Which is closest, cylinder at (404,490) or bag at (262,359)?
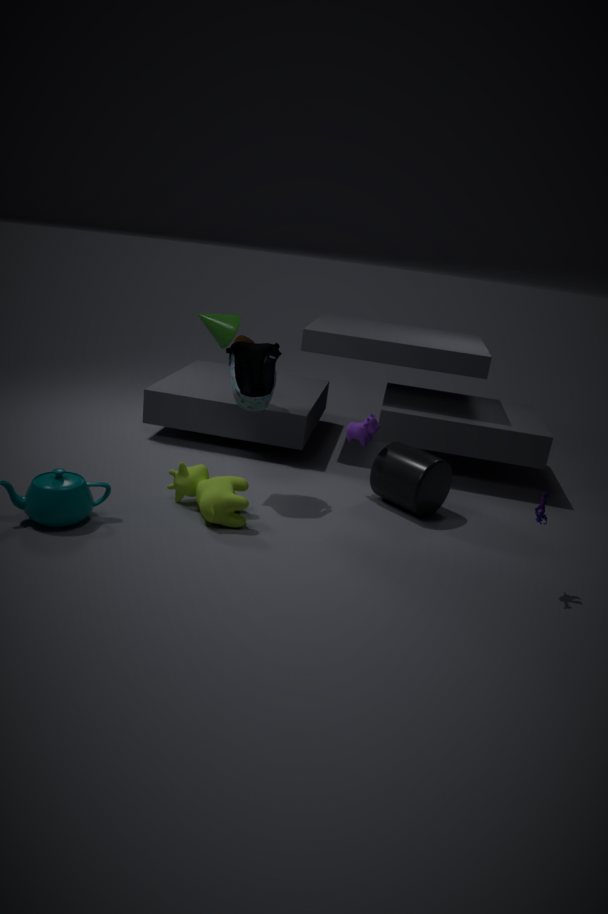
bag at (262,359)
